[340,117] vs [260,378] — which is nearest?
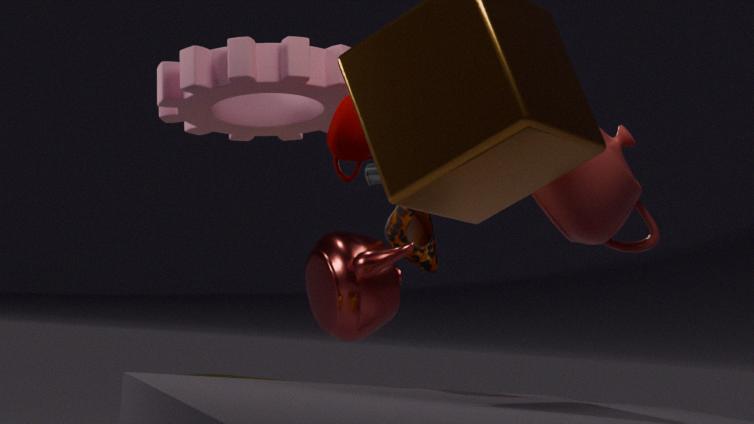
[340,117]
